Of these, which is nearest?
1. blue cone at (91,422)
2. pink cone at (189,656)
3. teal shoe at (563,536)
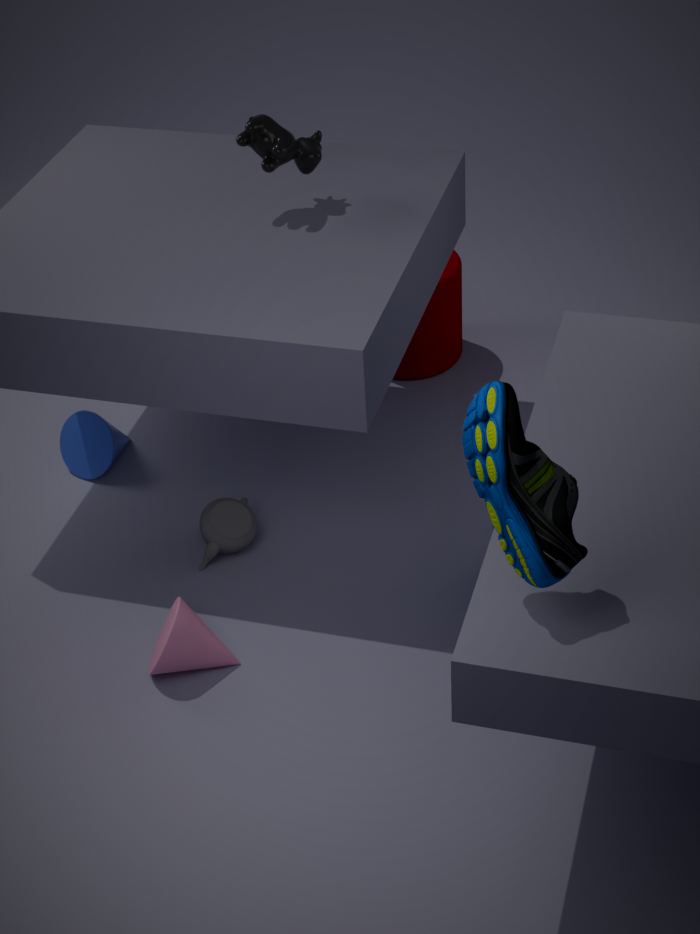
teal shoe at (563,536)
